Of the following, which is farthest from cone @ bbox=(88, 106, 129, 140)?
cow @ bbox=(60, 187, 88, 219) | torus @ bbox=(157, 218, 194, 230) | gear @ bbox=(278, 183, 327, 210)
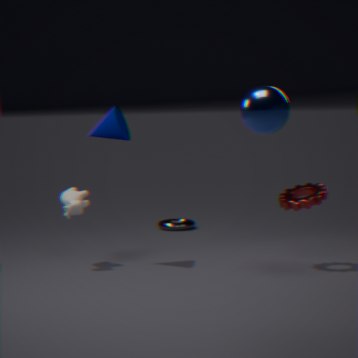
torus @ bbox=(157, 218, 194, 230)
